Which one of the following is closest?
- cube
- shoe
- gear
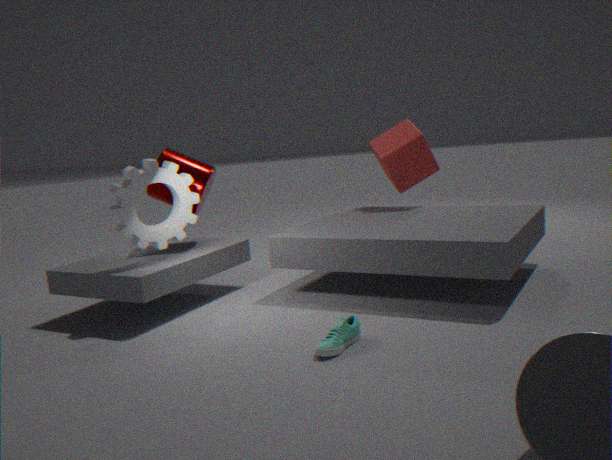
shoe
